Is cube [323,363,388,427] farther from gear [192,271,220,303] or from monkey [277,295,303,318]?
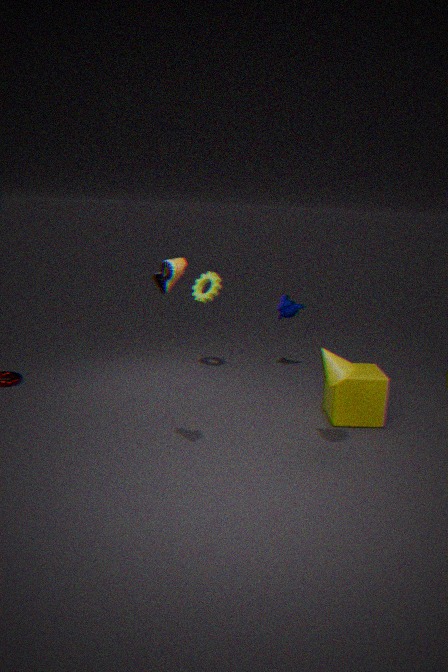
gear [192,271,220,303]
